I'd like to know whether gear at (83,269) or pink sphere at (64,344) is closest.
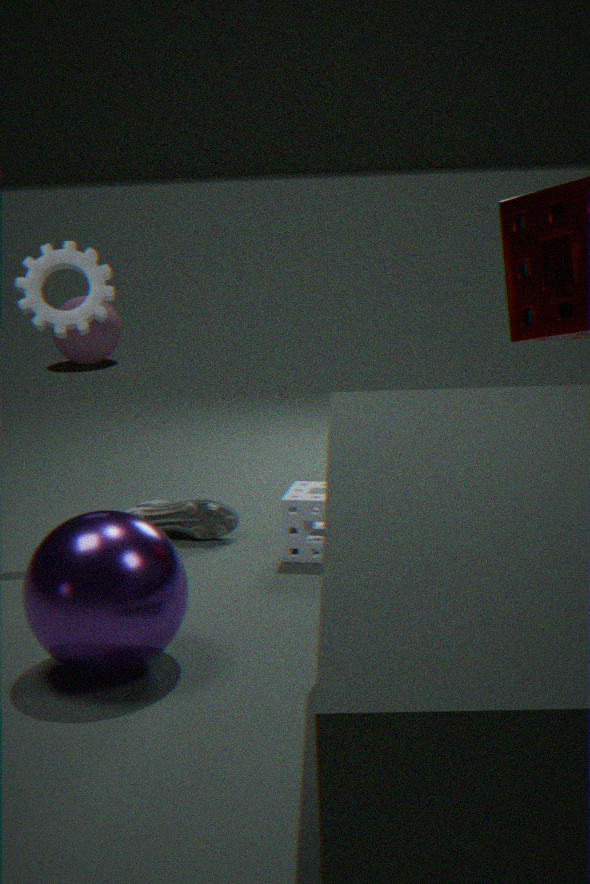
gear at (83,269)
